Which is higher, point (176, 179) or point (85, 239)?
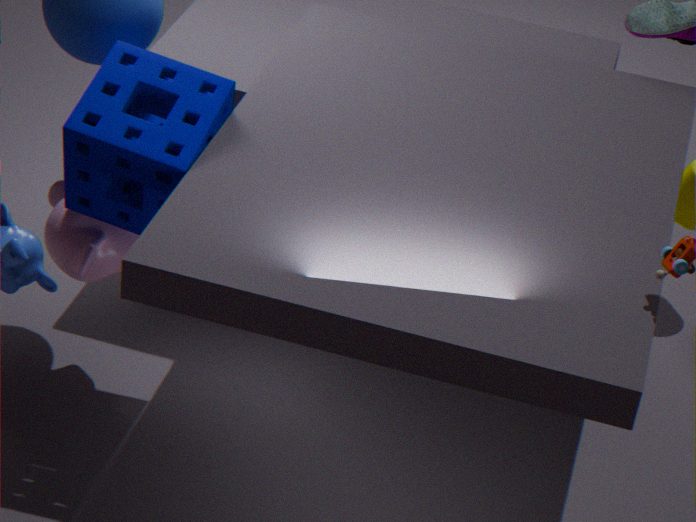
point (176, 179)
